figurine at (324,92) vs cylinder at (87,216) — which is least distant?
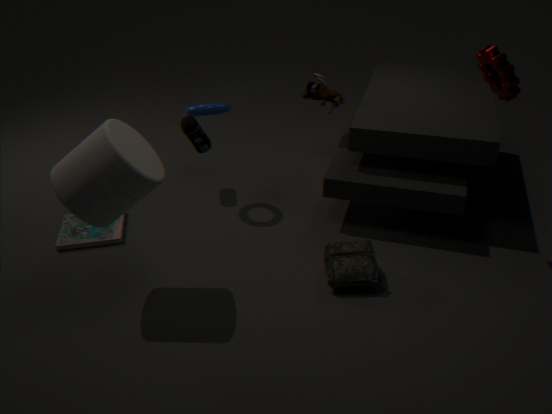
cylinder at (87,216)
